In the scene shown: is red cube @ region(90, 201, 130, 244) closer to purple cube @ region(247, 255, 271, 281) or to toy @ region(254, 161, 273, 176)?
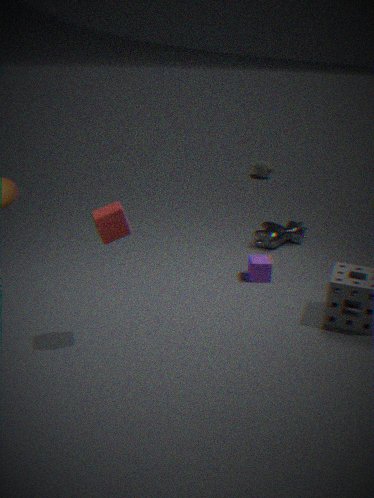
purple cube @ region(247, 255, 271, 281)
